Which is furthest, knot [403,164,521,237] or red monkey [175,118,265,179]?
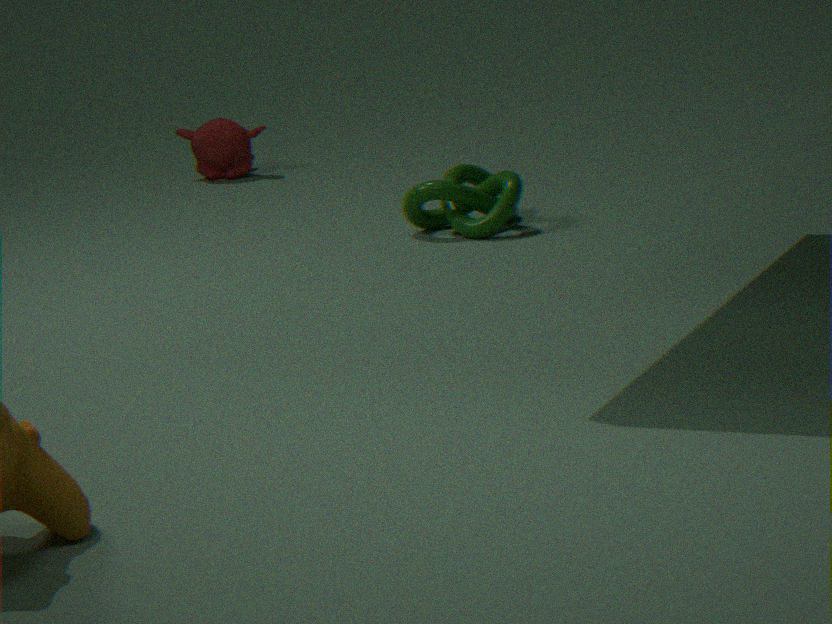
red monkey [175,118,265,179]
